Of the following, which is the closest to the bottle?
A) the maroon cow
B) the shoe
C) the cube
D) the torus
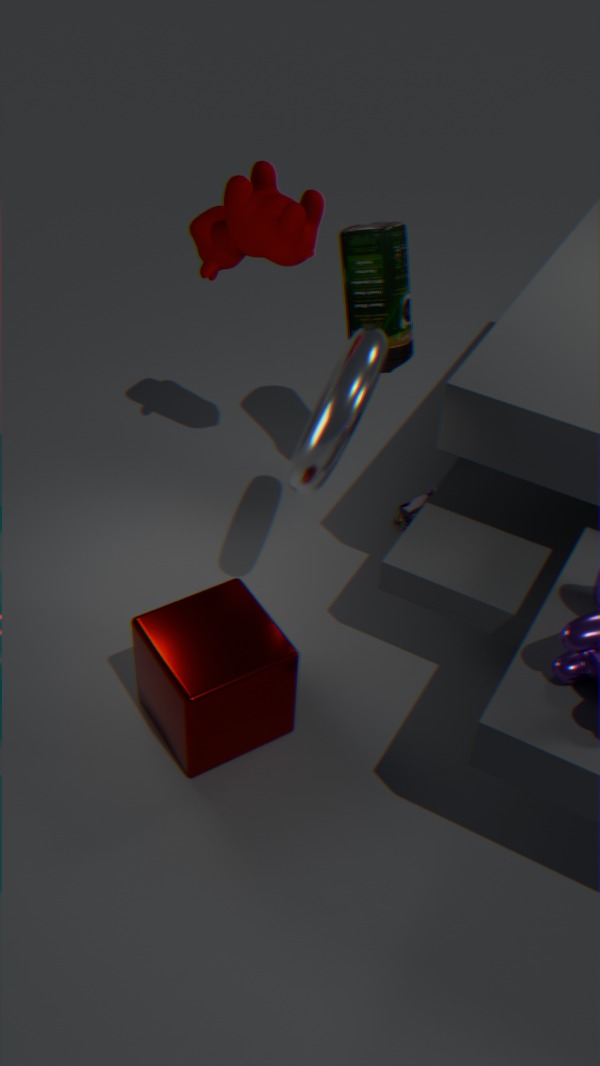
the maroon cow
